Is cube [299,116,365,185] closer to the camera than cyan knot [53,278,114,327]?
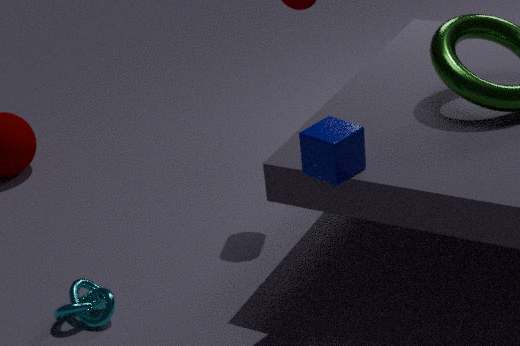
Yes
